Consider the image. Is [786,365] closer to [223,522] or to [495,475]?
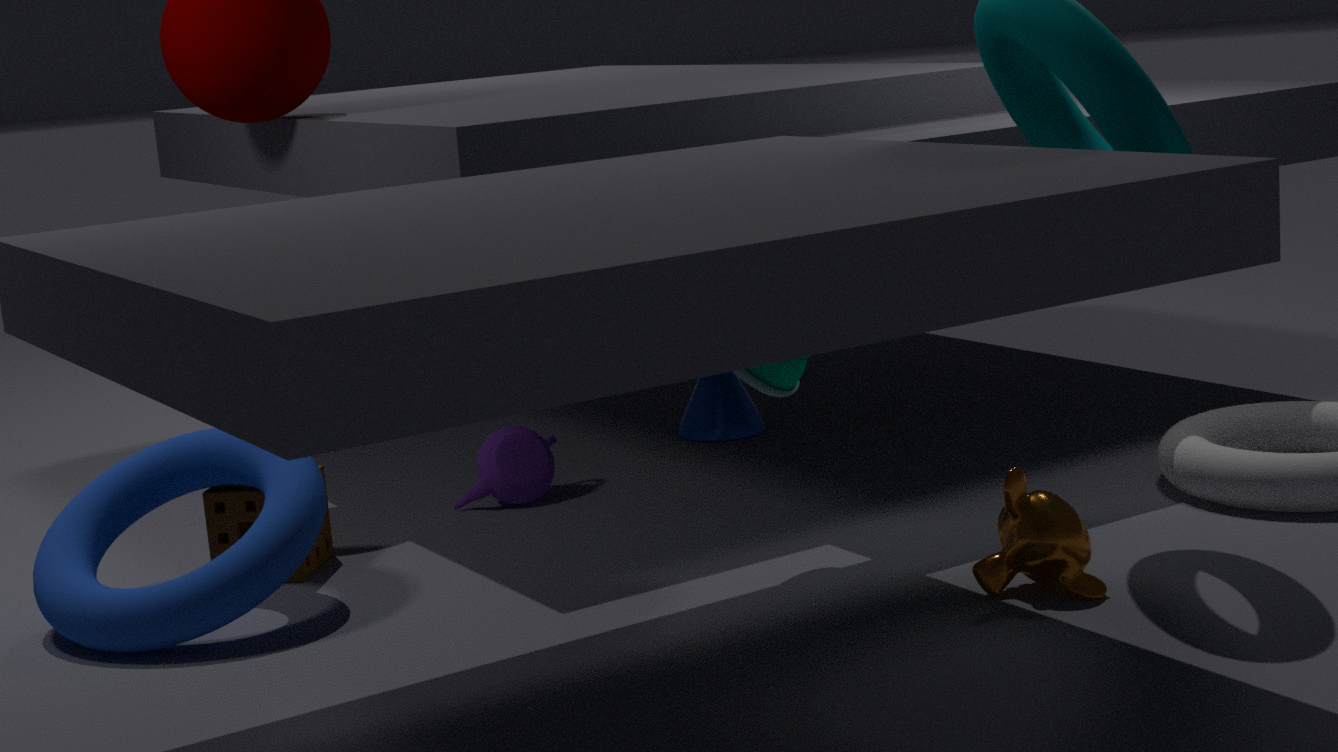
[495,475]
